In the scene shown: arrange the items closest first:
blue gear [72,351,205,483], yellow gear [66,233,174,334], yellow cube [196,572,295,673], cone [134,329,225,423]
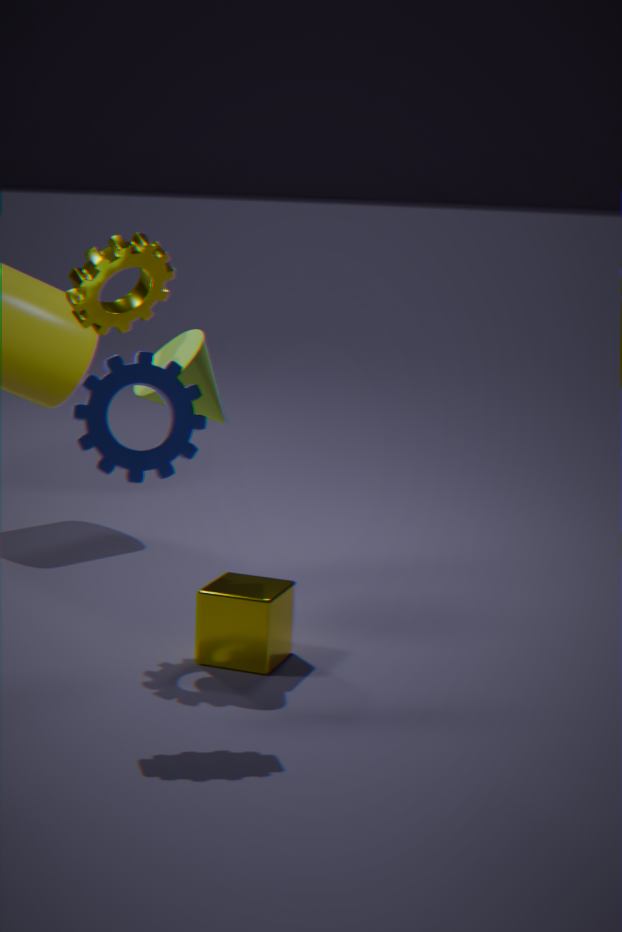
1. blue gear [72,351,205,483]
2. yellow cube [196,572,295,673]
3. cone [134,329,225,423]
4. yellow gear [66,233,174,334]
